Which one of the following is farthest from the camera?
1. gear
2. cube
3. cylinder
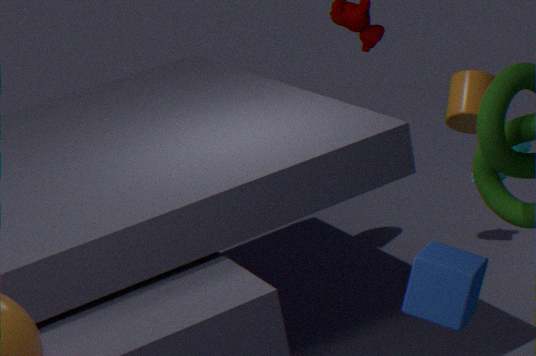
cylinder
